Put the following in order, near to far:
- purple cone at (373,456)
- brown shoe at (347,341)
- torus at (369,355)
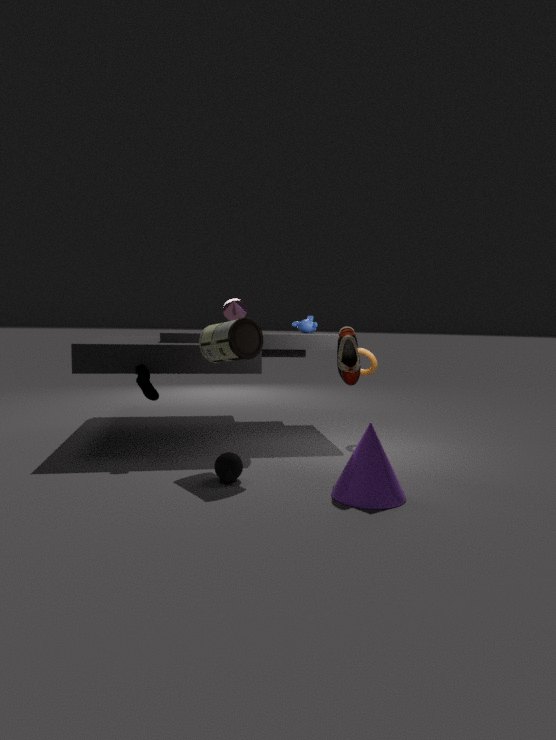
purple cone at (373,456)
brown shoe at (347,341)
torus at (369,355)
